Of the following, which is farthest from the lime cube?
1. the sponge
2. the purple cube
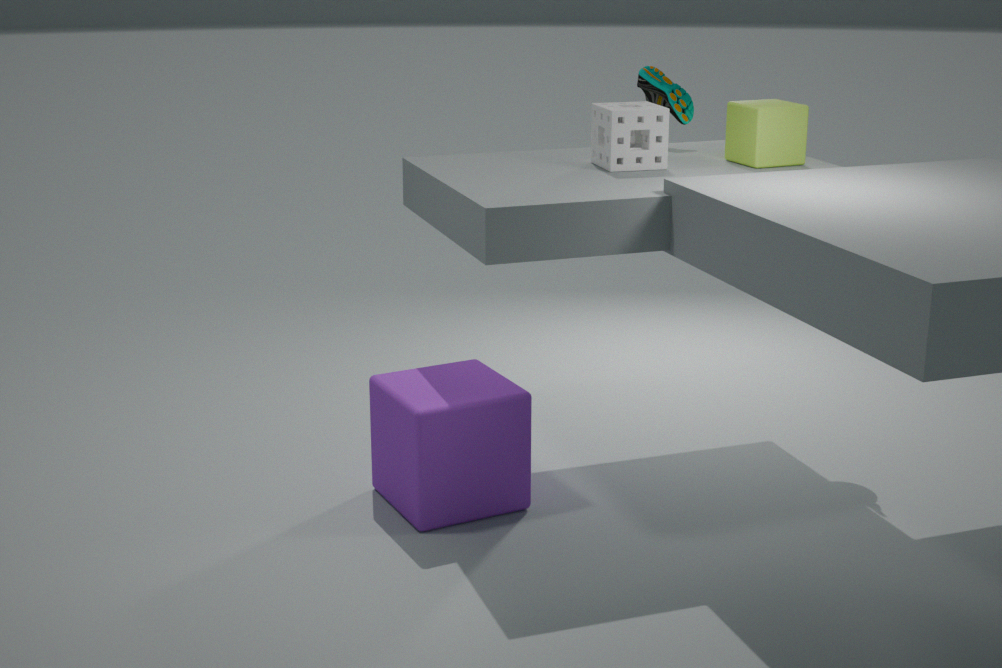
the purple cube
